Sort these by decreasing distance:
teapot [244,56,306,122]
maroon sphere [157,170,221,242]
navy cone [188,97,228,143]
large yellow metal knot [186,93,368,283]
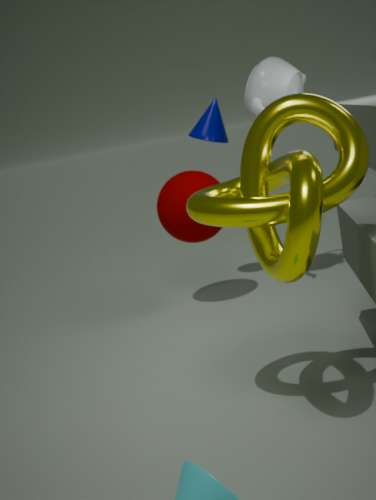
navy cone [188,97,228,143] → maroon sphere [157,170,221,242] → teapot [244,56,306,122] → large yellow metal knot [186,93,368,283]
